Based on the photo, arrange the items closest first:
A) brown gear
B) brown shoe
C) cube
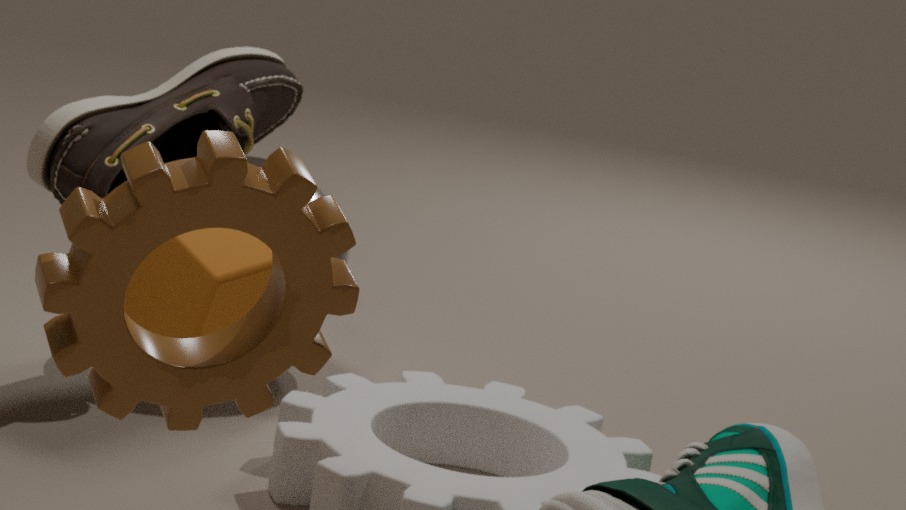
A. brown gear → C. cube → B. brown shoe
